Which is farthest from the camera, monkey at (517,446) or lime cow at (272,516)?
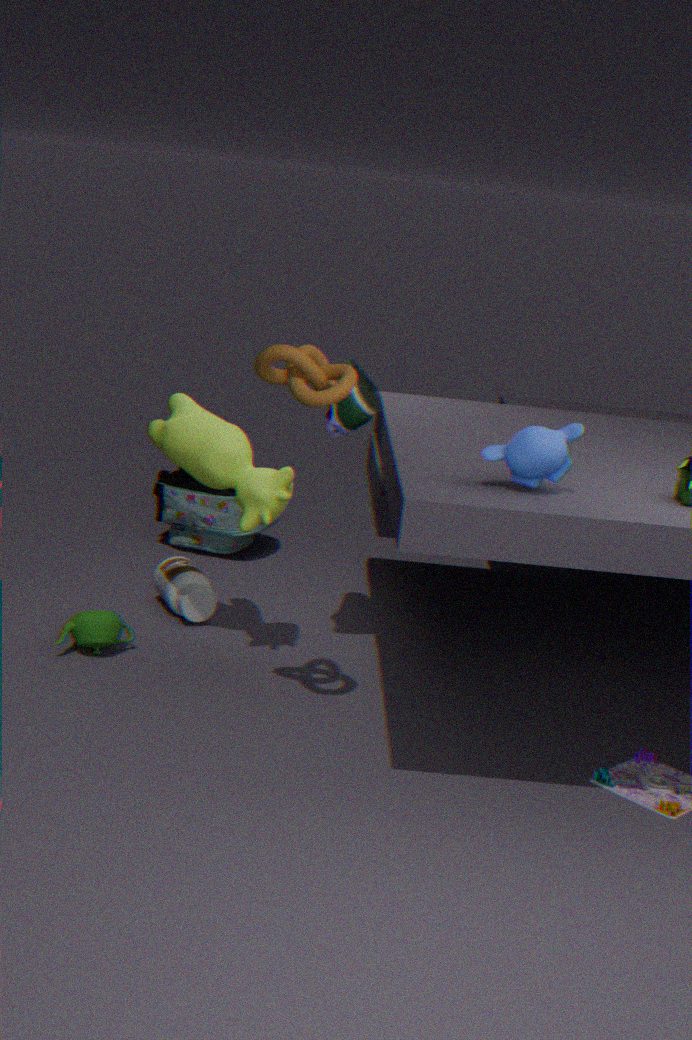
lime cow at (272,516)
